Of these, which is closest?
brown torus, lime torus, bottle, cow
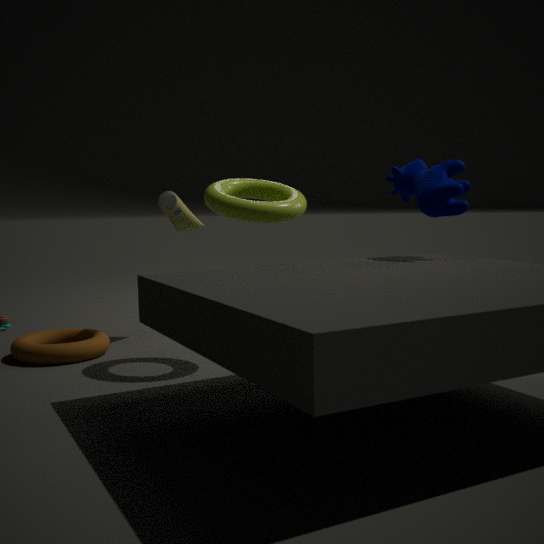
lime torus
